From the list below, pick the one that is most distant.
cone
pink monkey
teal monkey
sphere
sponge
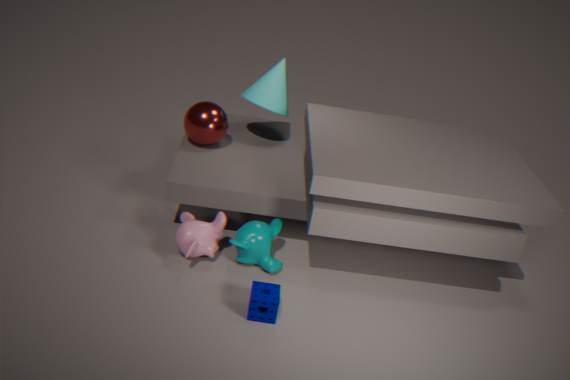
cone
